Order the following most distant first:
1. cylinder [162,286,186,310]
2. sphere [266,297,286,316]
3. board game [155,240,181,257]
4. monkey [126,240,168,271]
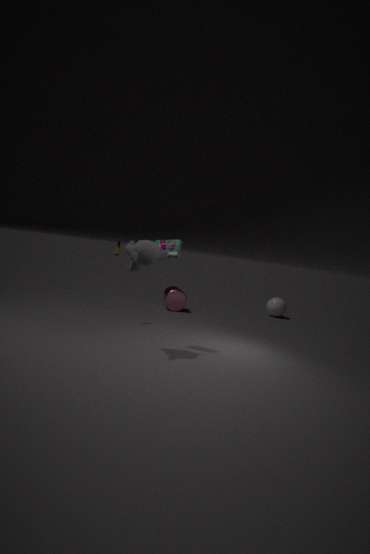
sphere [266,297,286,316] < cylinder [162,286,186,310] < board game [155,240,181,257] < monkey [126,240,168,271]
